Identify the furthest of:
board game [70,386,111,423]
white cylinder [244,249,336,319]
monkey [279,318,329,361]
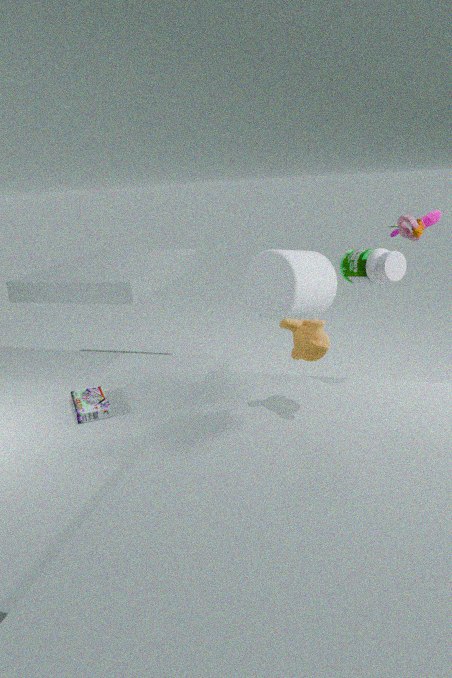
white cylinder [244,249,336,319]
